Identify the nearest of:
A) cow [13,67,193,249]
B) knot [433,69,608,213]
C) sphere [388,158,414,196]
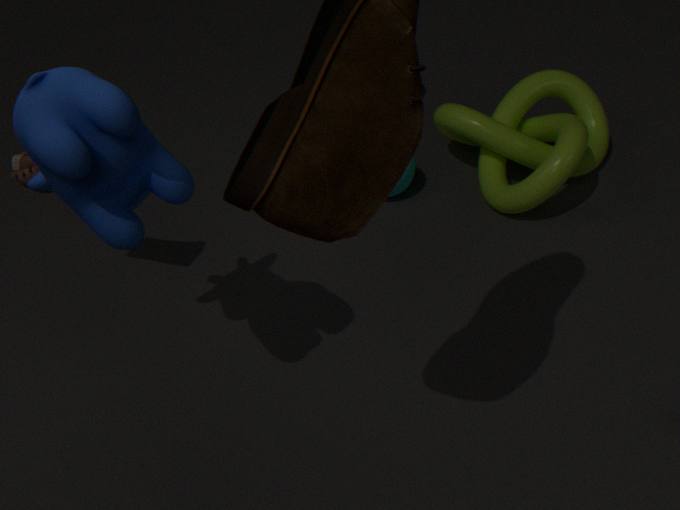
cow [13,67,193,249]
